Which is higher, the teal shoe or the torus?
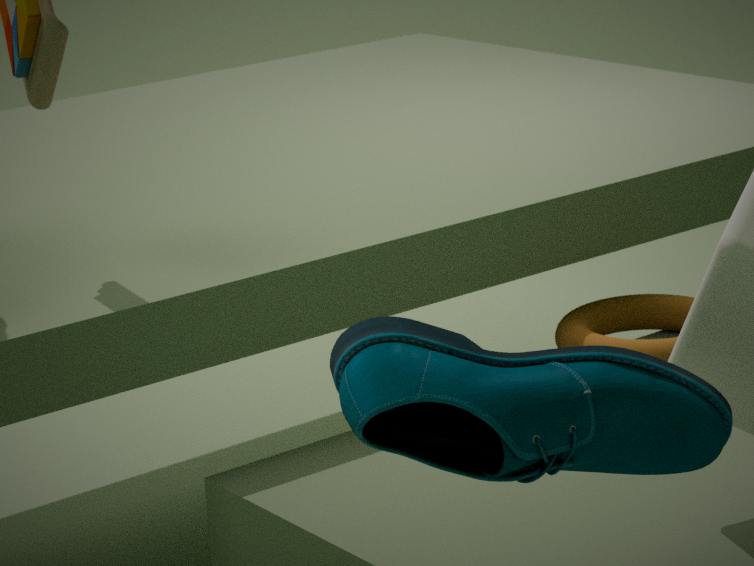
the teal shoe
